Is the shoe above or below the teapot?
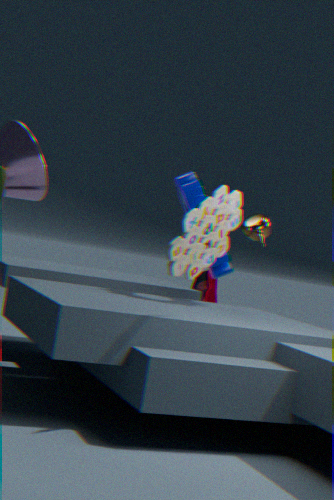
below
